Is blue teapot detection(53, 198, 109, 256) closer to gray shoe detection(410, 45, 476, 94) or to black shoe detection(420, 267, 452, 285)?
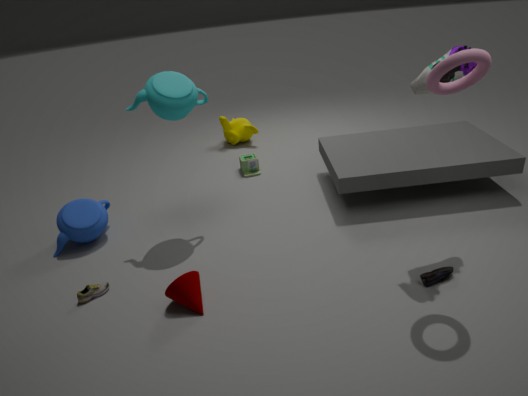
black shoe detection(420, 267, 452, 285)
